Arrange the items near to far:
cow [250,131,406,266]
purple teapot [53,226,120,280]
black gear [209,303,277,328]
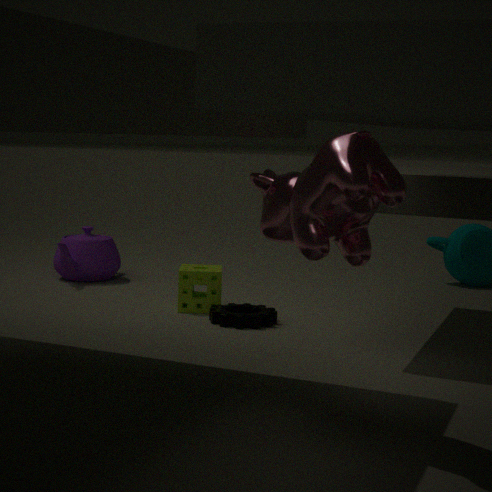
1. cow [250,131,406,266]
2. black gear [209,303,277,328]
3. purple teapot [53,226,120,280]
